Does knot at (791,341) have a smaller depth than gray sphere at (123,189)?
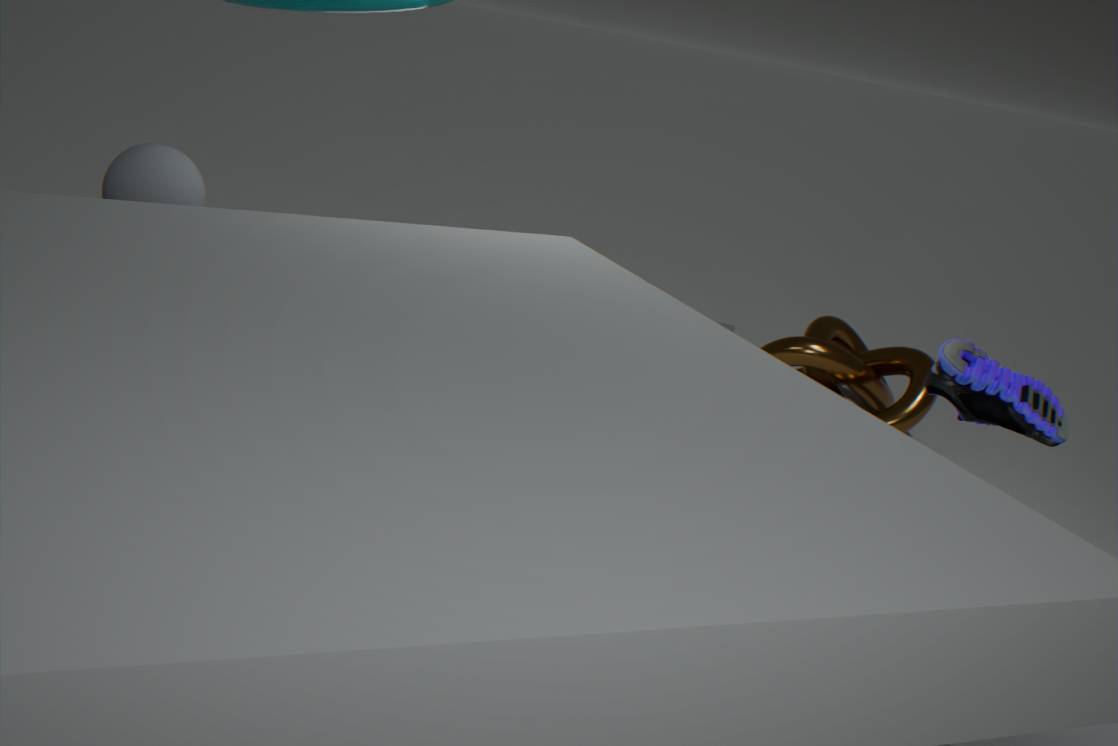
No
